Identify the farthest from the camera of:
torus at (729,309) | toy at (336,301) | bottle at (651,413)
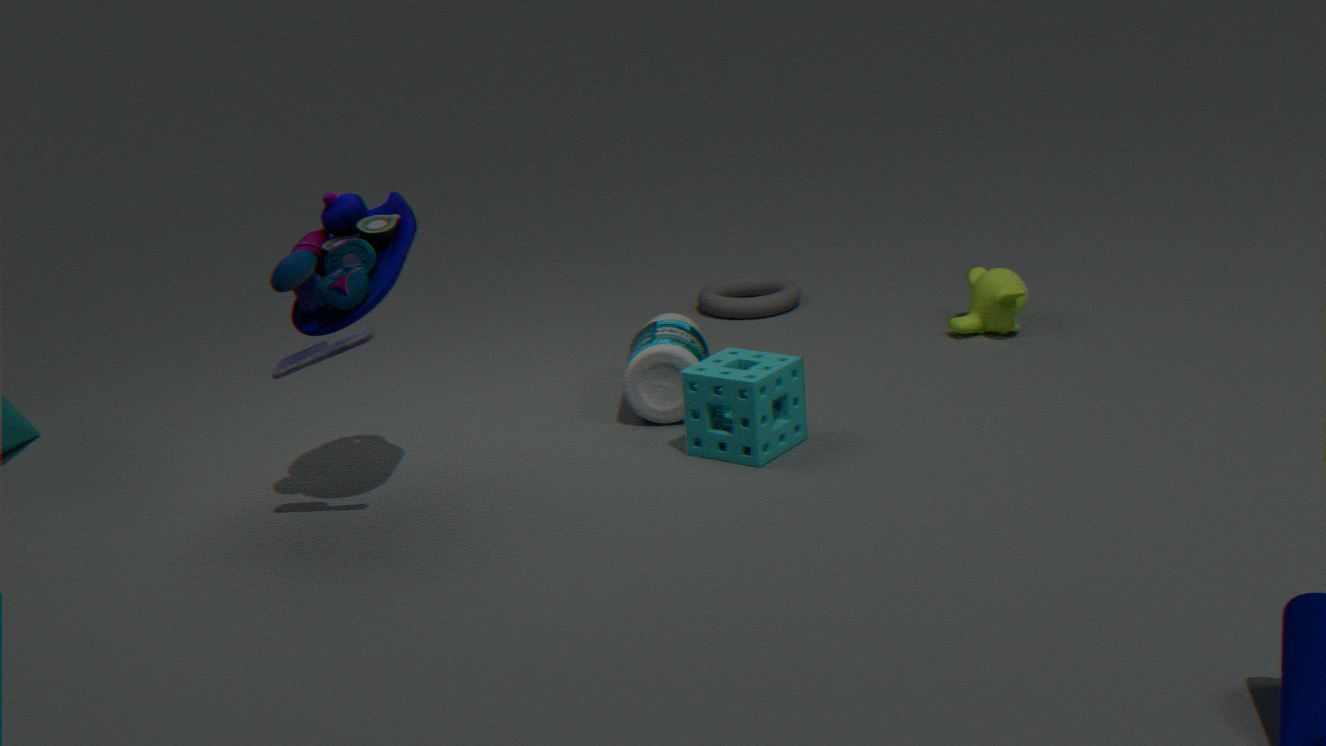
torus at (729,309)
